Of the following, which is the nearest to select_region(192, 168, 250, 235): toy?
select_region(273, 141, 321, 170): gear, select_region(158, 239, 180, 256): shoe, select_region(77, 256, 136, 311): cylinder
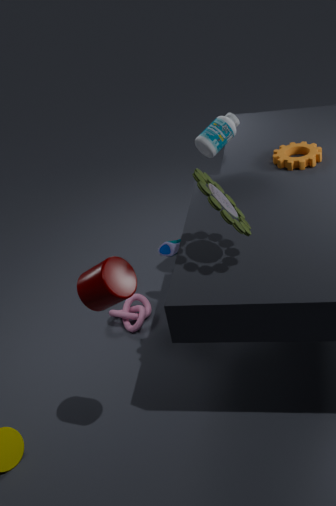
select_region(77, 256, 136, 311): cylinder
